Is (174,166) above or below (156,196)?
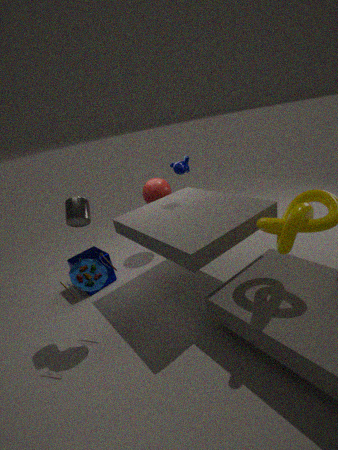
above
